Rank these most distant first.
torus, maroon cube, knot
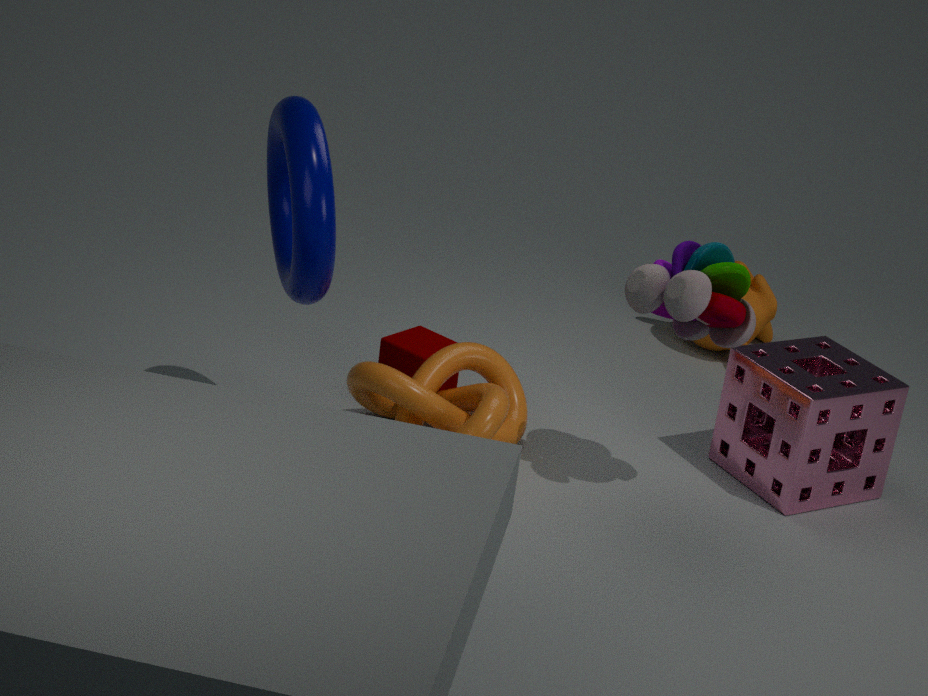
maroon cube
knot
torus
